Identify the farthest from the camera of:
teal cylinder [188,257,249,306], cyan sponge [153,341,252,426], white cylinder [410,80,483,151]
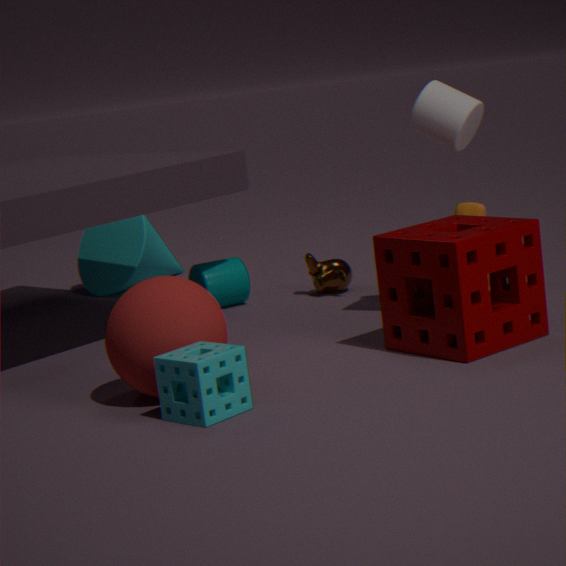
teal cylinder [188,257,249,306]
